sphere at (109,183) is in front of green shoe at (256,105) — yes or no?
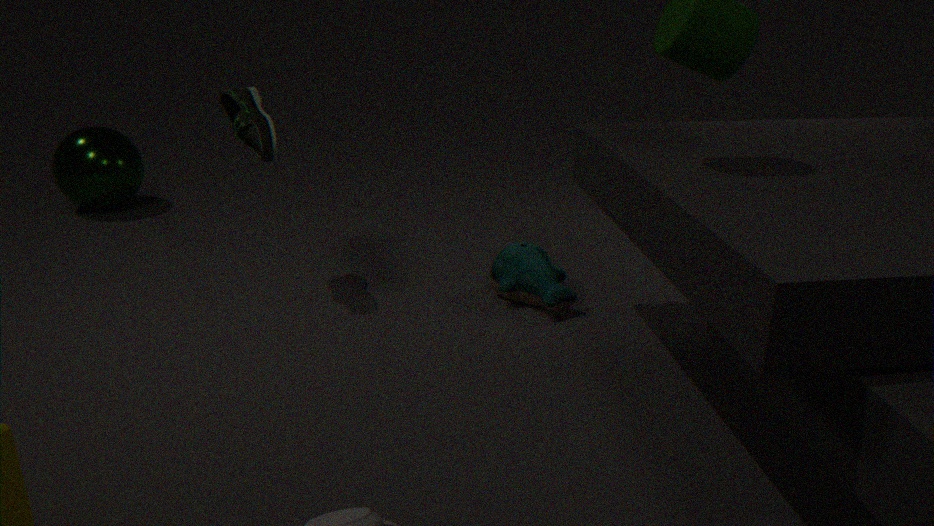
No
